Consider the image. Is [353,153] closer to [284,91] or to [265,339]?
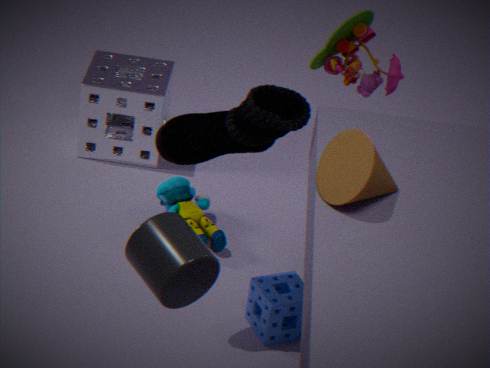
[284,91]
